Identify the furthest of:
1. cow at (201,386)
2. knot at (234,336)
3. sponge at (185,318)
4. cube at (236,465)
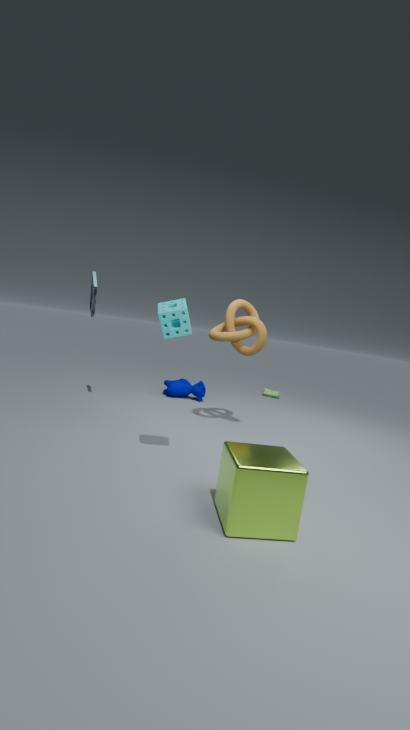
cow at (201,386)
